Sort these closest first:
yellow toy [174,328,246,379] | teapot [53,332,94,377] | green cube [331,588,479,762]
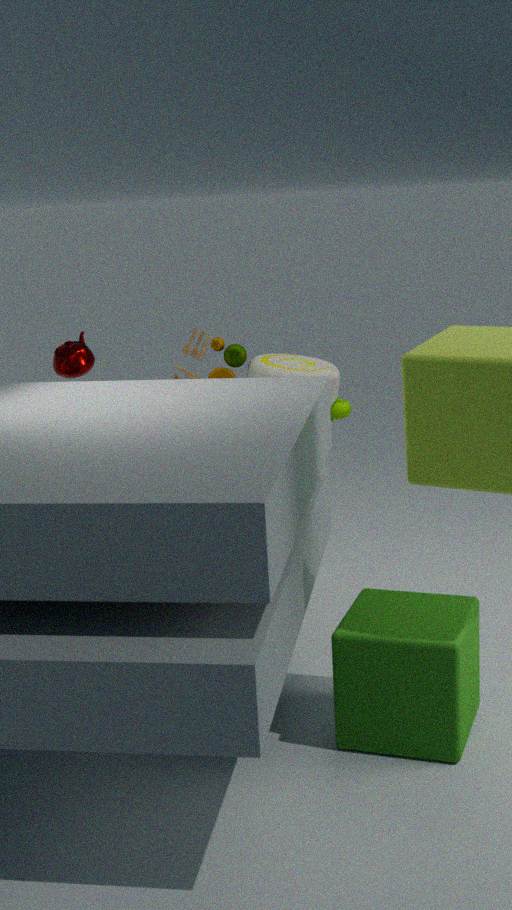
green cube [331,588,479,762], yellow toy [174,328,246,379], teapot [53,332,94,377]
